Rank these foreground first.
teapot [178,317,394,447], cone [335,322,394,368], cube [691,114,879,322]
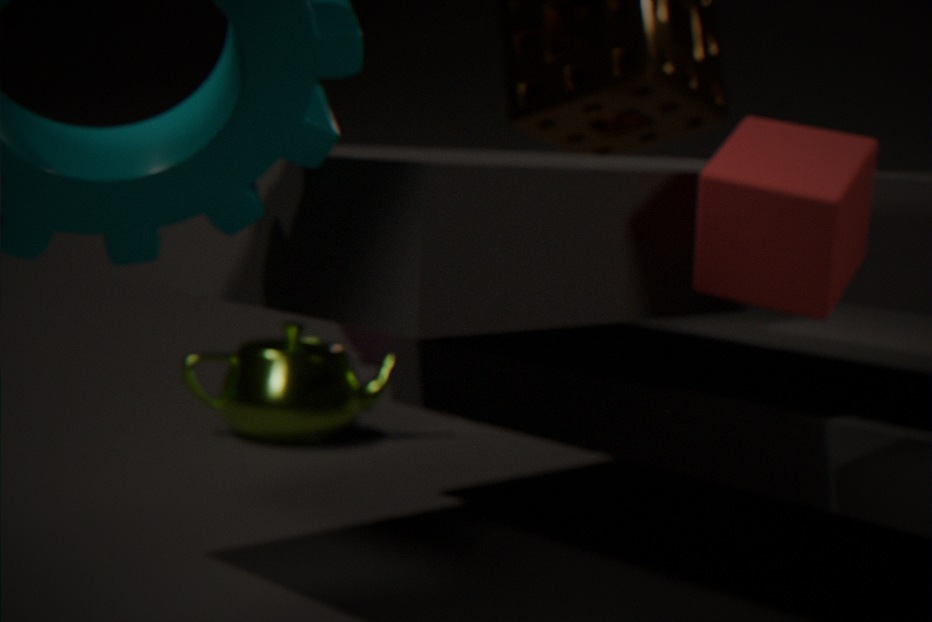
cube [691,114,879,322] < teapot [178,317,394,447] < cone [335,322,394,368]
